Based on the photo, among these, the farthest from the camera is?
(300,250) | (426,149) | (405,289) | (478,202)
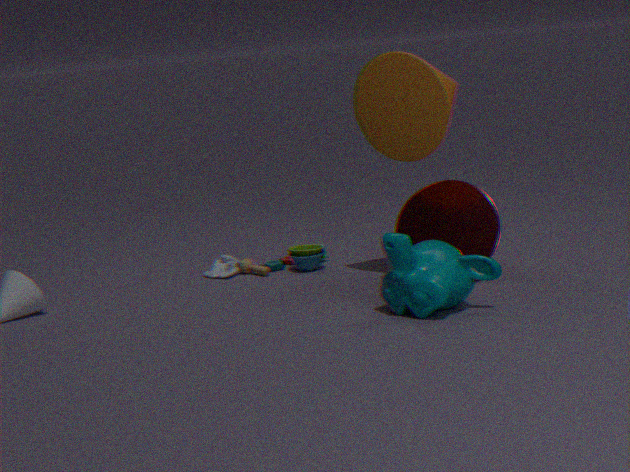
(300,250)
